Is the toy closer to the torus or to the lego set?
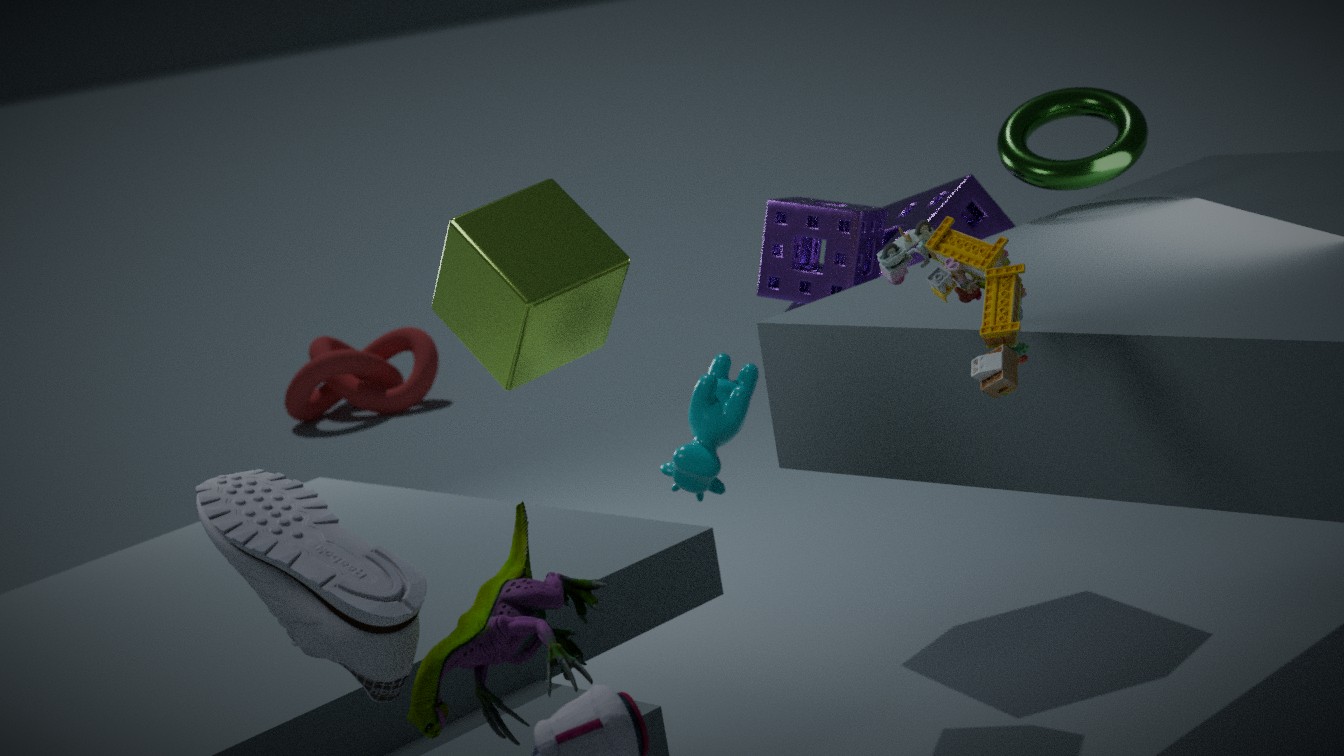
the lego set
